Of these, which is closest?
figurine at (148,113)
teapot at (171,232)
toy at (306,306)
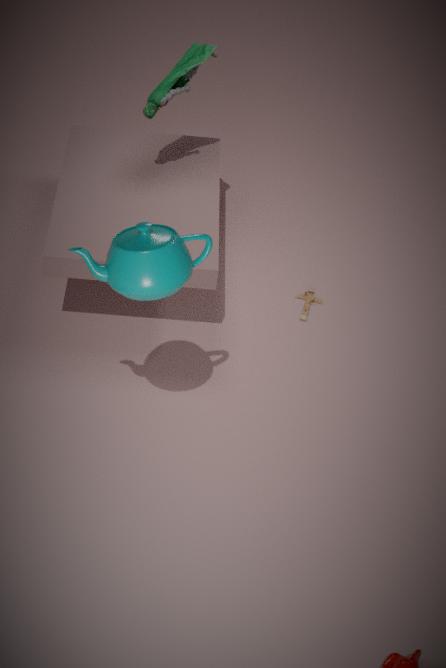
teapot at (171,232)
